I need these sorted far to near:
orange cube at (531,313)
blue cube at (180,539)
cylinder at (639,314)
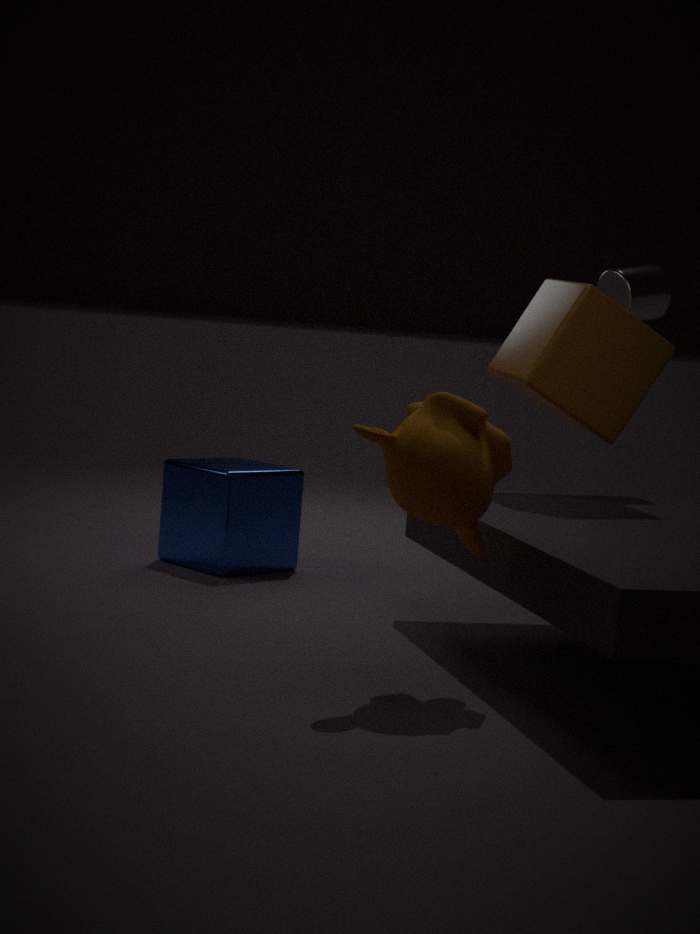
blue cube at (180,539)
cylinder at (639,314)
orange cube at (531,313)
